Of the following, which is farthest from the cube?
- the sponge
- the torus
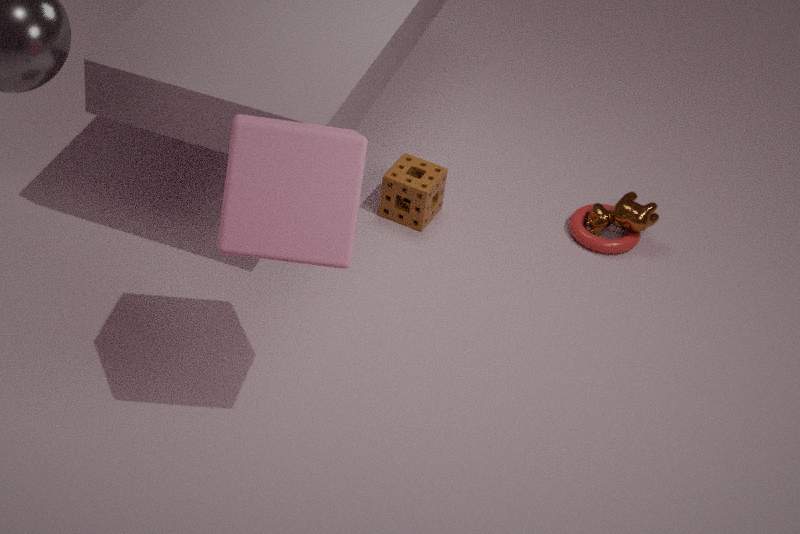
the torus
